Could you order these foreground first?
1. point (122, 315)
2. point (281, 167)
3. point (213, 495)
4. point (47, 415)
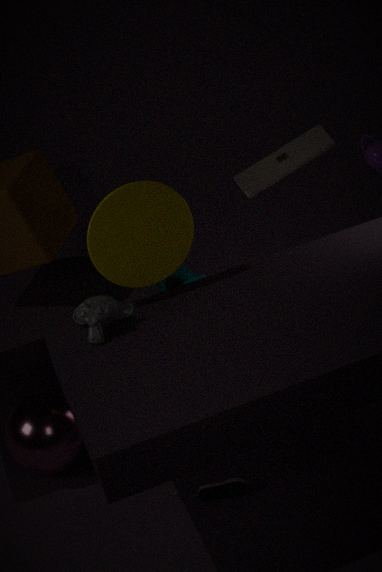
point (122, 315), point (213, 495), point (47, 415), point (281, 167)
